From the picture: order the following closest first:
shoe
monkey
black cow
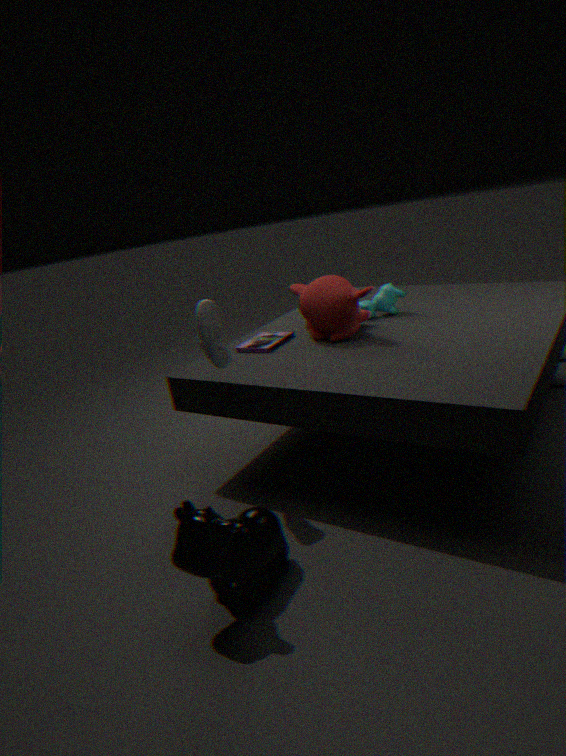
black cow, shoe, monkey
